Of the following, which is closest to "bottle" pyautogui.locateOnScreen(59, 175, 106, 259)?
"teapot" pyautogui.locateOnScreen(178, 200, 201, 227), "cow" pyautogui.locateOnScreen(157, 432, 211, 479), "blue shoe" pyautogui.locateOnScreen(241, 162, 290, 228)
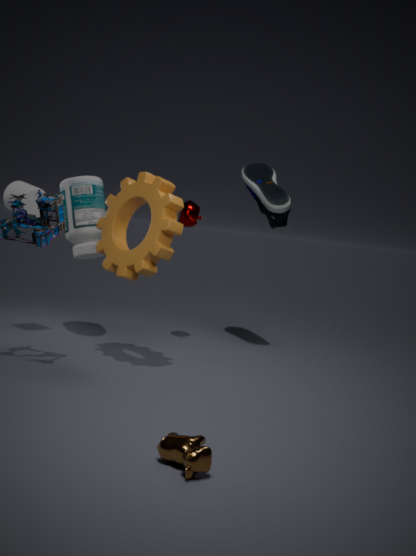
"teapot" pyautogui.locateOnScreen(178, 200, 201, 227)
